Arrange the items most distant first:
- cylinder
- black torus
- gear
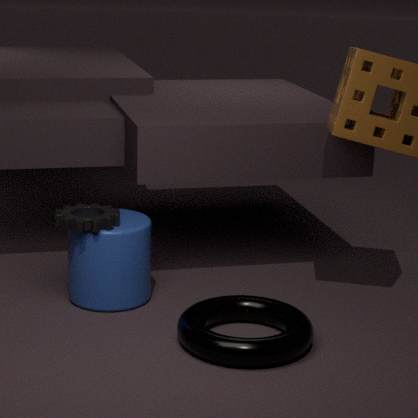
cylinder
gear
black torus
